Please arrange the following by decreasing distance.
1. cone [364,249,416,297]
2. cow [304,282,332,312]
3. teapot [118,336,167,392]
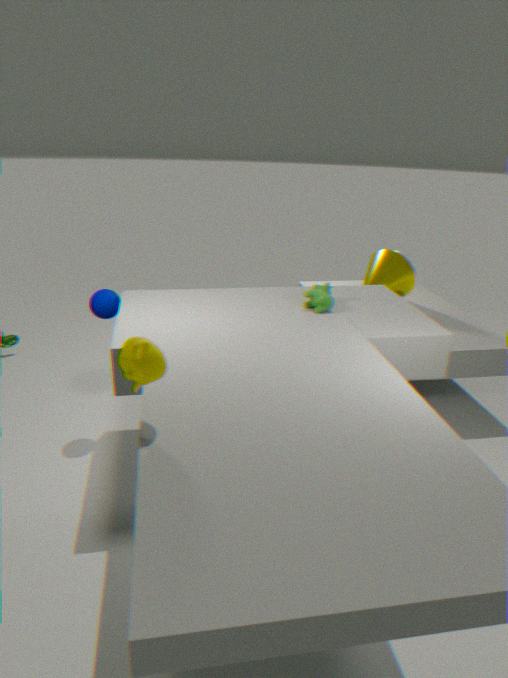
cone [364,249,416,297] → cow [304,282,332,312] → teapot [118,336,167,392]
